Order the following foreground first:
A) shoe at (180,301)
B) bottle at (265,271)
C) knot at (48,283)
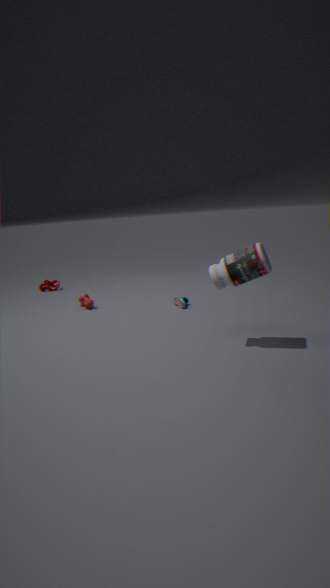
bottle at (265,271)
shoe at (180,301)
knot at (48,283)
